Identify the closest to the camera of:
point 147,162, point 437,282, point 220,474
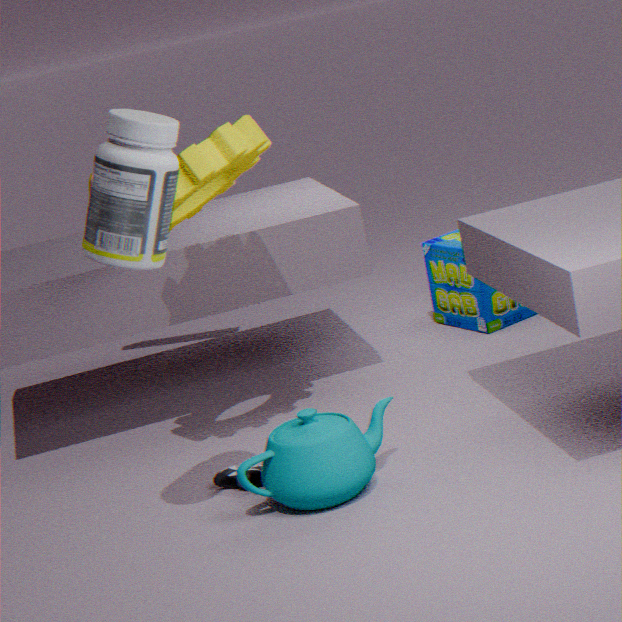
point 147,162
